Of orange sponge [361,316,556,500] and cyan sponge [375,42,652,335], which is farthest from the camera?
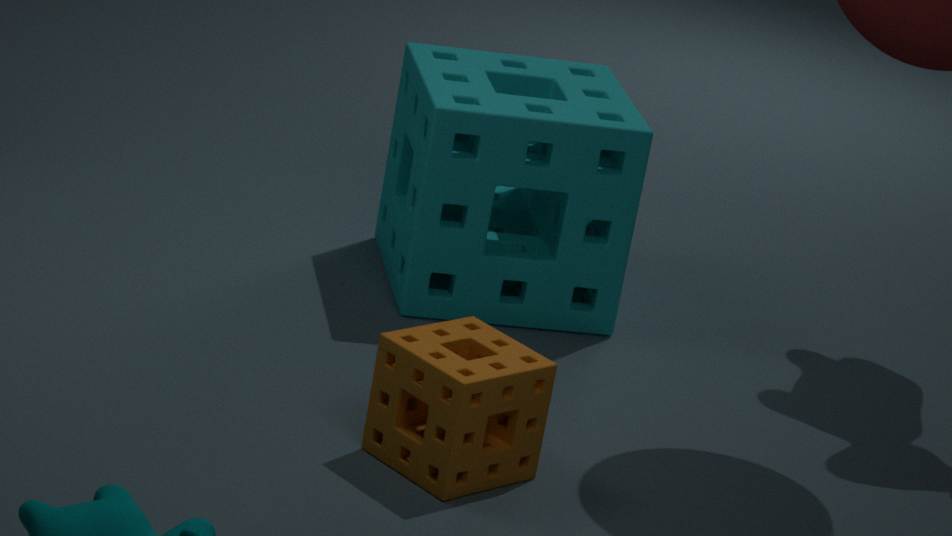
cyan sponge [375,42,652,335]
